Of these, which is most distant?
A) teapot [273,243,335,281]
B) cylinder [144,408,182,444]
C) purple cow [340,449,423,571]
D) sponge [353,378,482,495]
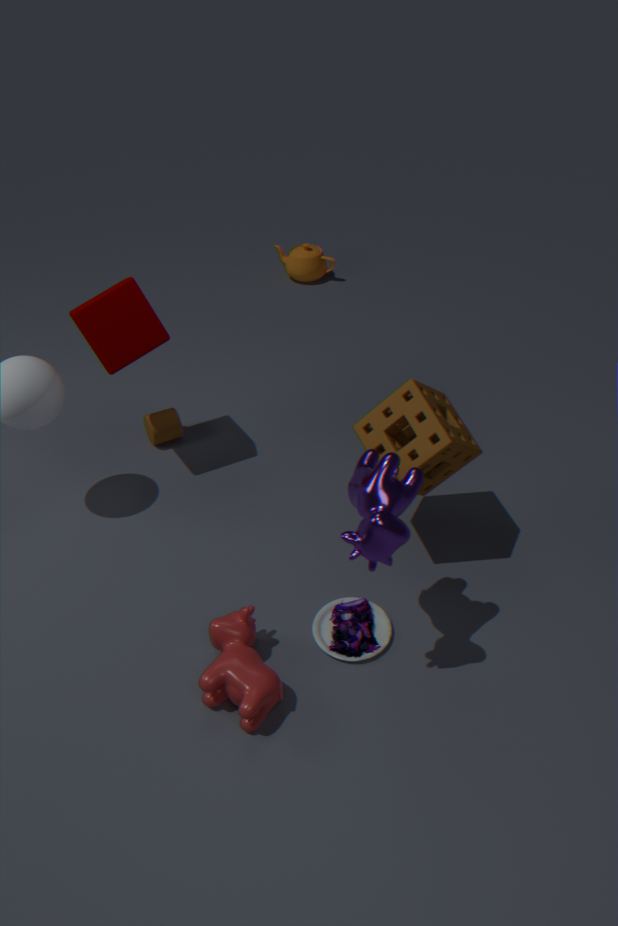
teapot [273,243,335,281]
